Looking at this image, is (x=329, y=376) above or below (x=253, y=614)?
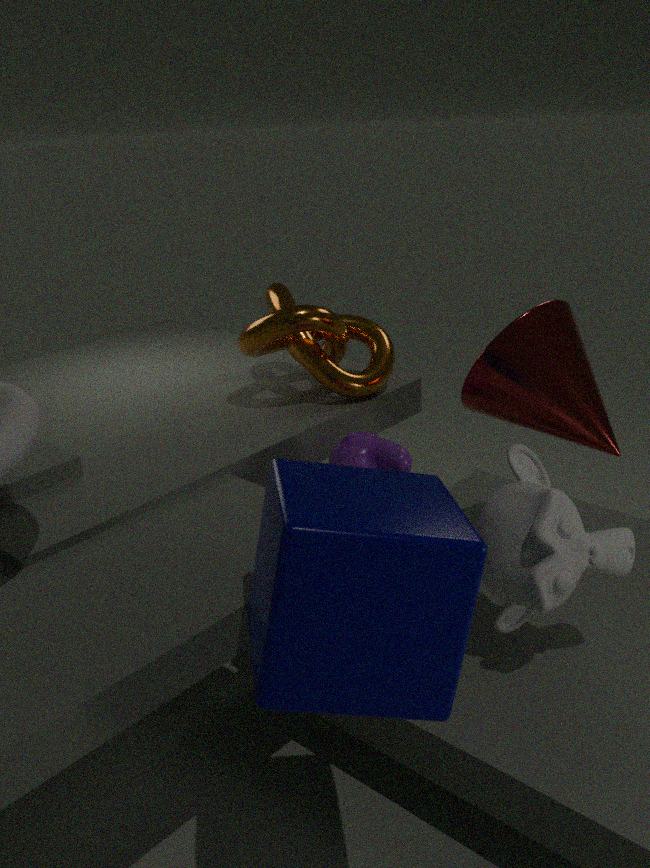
above
